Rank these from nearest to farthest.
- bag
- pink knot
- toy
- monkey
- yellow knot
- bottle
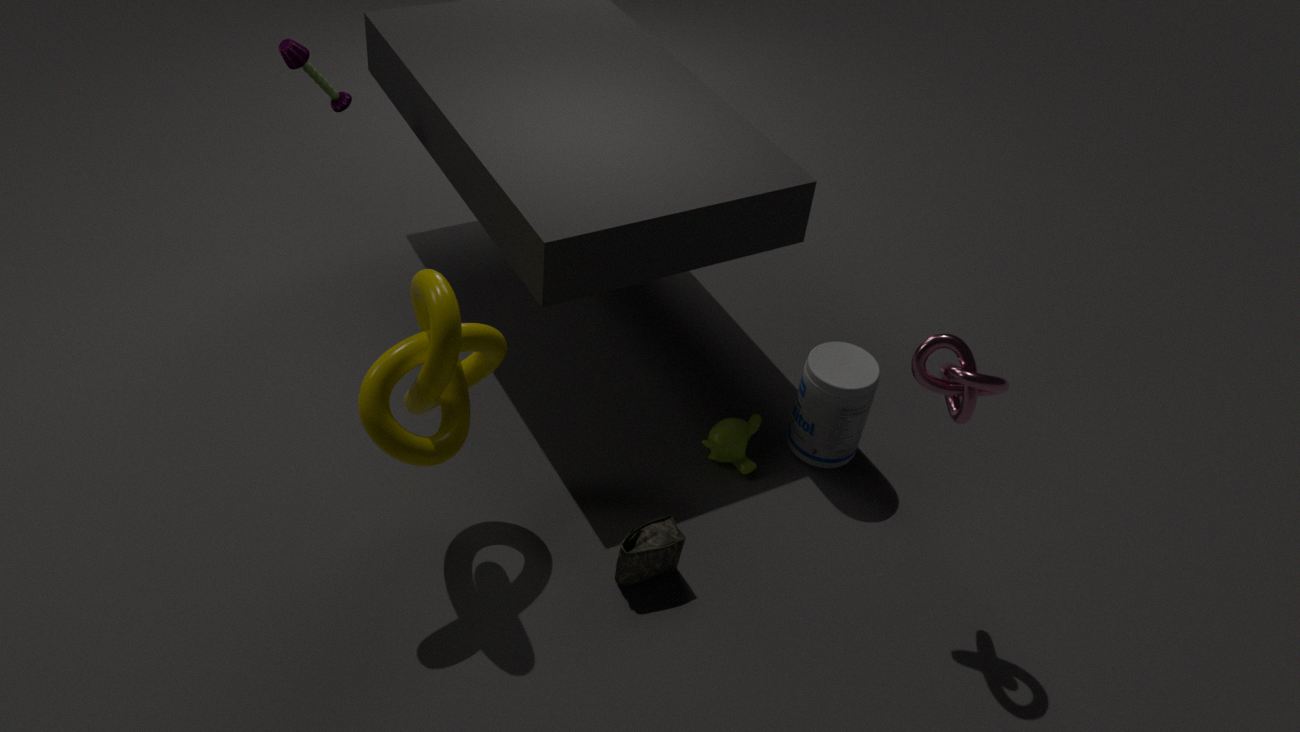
yellow knot
pink knot
bag
bottle
toy
monkey
